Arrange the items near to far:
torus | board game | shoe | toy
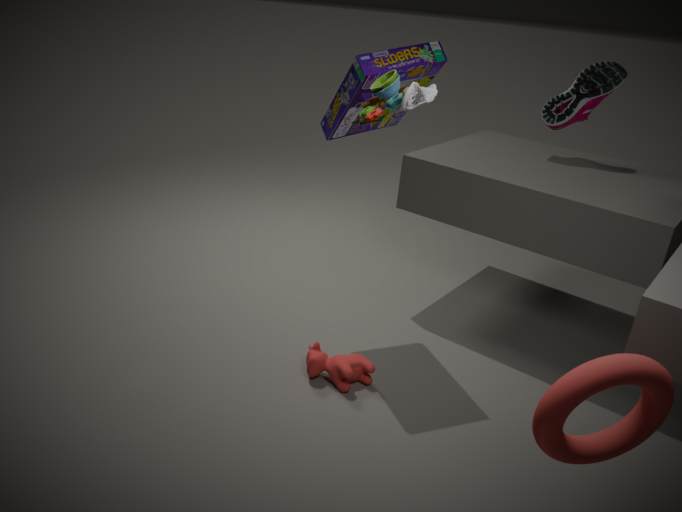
1. torus
2. toy
3. board game
4. shoe
